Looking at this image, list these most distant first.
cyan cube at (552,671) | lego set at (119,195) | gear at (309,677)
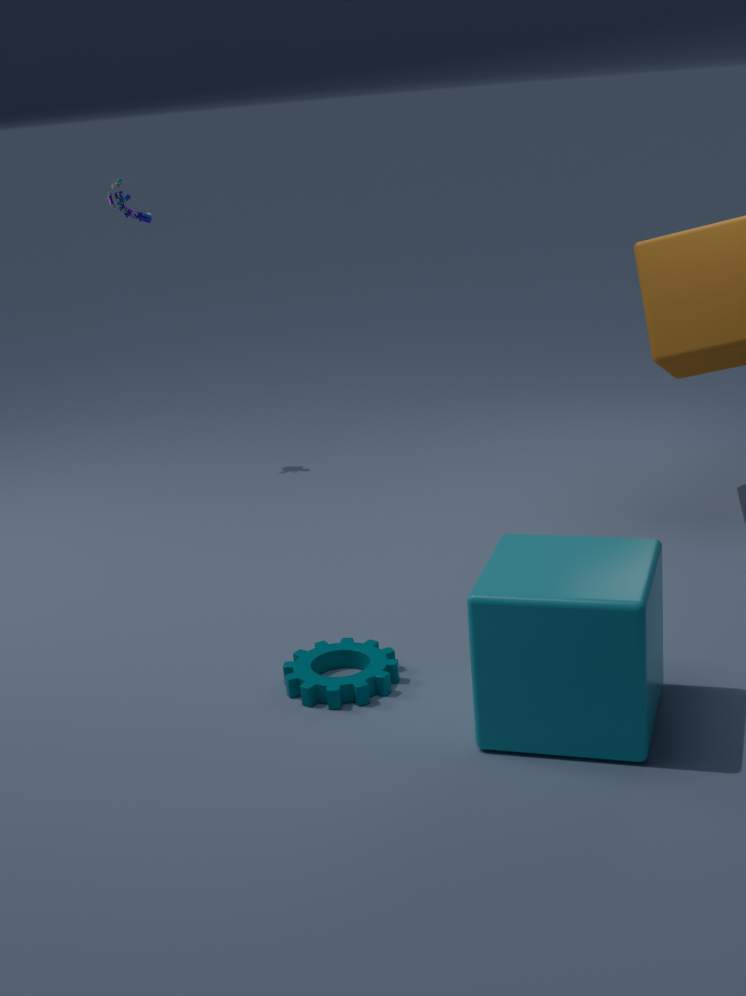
1. lego set at (119,195)
2. gear at (309,677)
3. cyan cube at (552,671)
